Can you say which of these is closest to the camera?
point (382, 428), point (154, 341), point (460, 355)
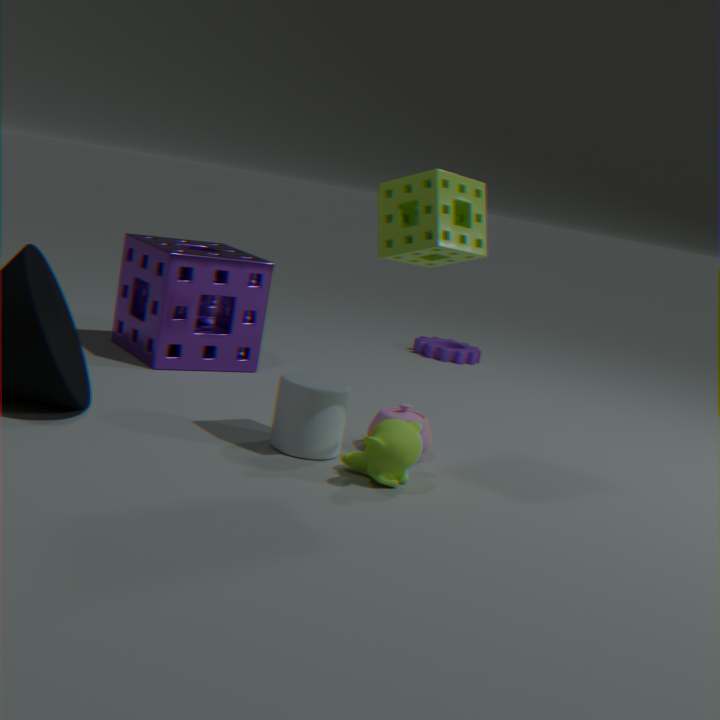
point (382, 428)
